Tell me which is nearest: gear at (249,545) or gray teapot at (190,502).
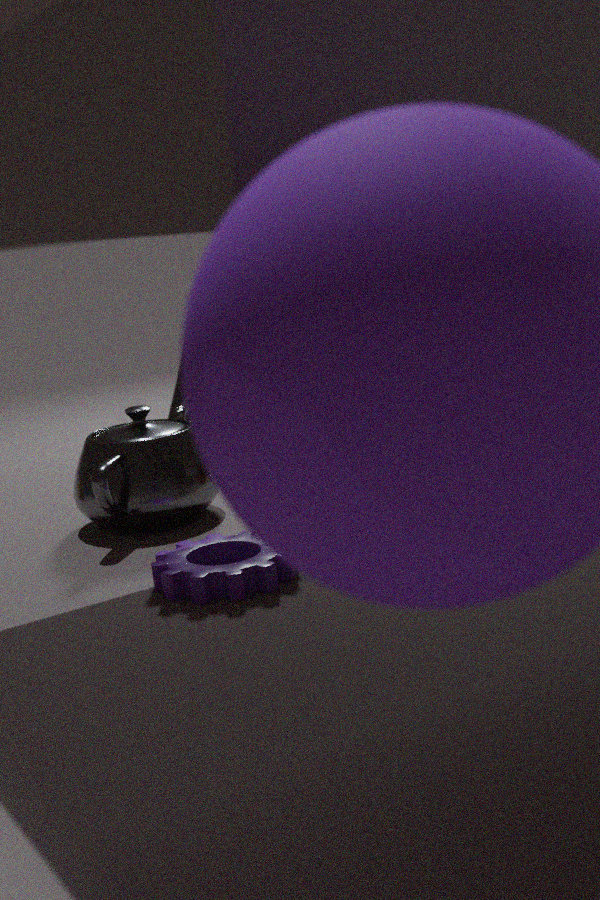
gear at (249,545)
